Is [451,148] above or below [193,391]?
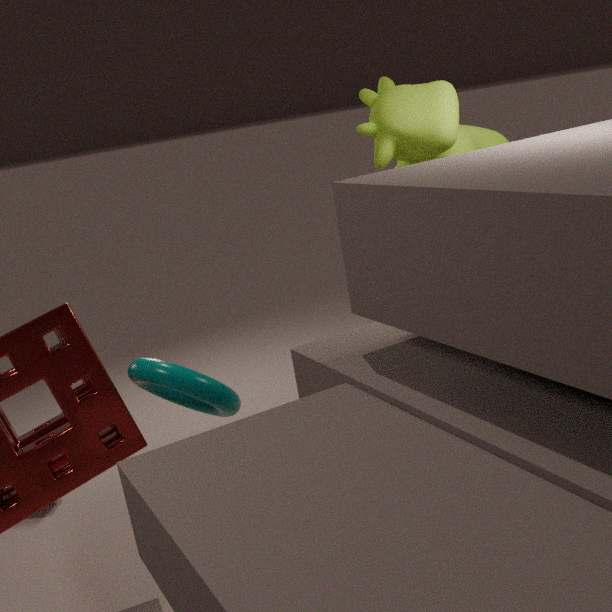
above
